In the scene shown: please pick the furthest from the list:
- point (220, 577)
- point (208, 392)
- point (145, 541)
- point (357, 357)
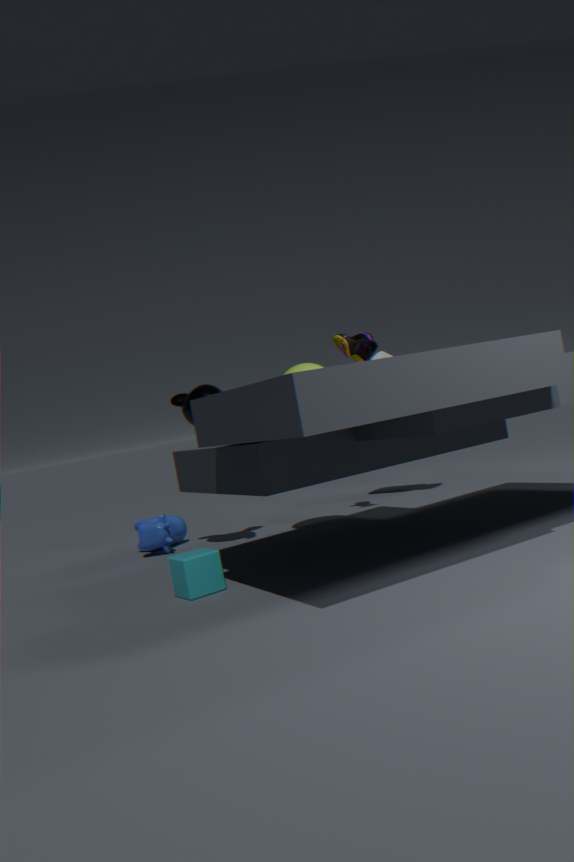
point (145, 541)
